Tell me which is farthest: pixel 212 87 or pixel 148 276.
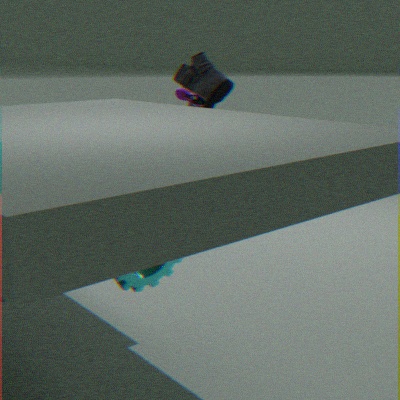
pixel 212 87
